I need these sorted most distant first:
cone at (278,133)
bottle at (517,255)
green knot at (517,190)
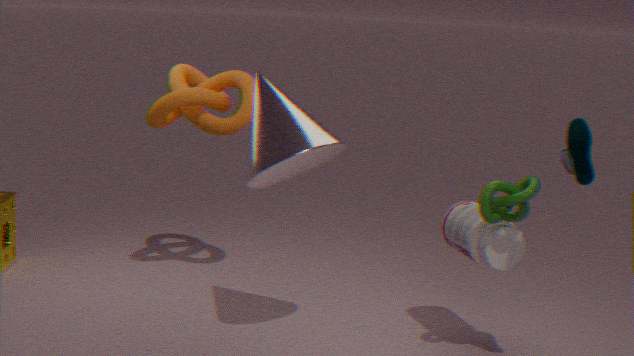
bottle at (517,255) → cone at (278,133) → green knot at (517,190)
